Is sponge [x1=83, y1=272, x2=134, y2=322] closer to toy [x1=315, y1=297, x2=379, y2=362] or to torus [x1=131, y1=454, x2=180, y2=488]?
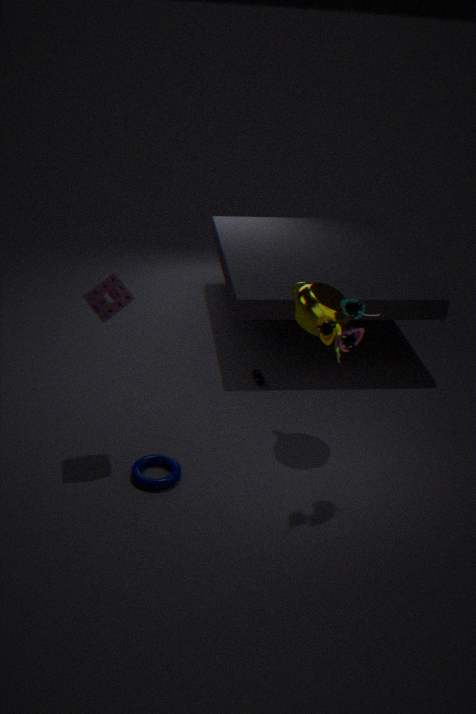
torus [x1=131, y1=454, x2=180, y2=488]
